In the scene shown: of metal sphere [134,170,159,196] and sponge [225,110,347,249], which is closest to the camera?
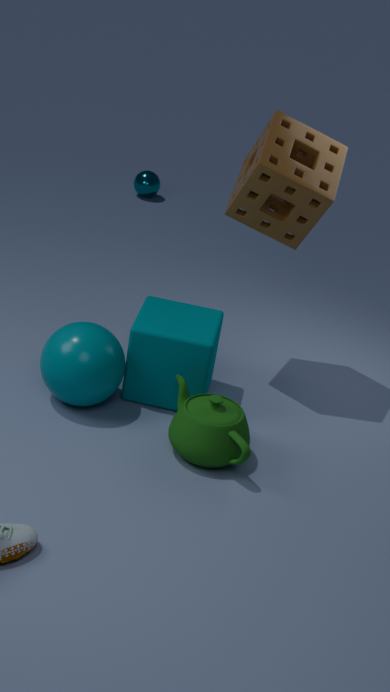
sponge [225,110,347,249]
